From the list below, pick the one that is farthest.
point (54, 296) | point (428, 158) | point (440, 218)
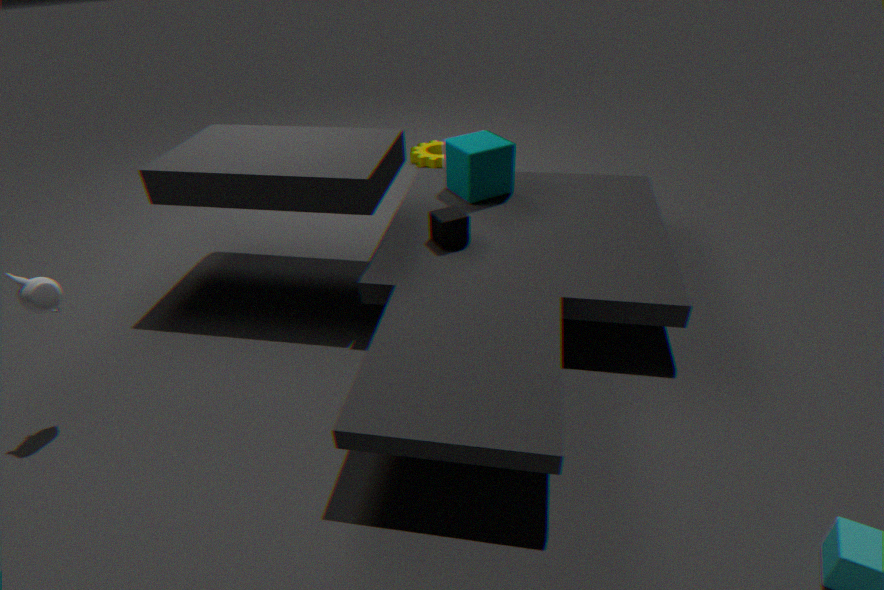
point (428, 158)
